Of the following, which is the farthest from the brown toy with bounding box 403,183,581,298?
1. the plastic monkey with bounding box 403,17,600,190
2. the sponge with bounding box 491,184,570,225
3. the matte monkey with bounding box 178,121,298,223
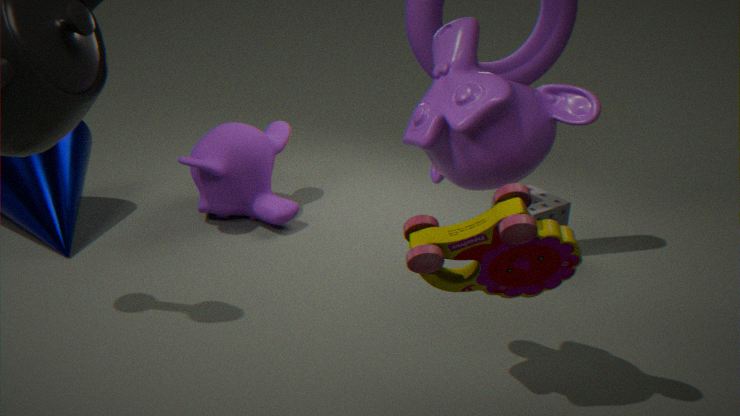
the matte monkey with bounding box 178,121,298,223
